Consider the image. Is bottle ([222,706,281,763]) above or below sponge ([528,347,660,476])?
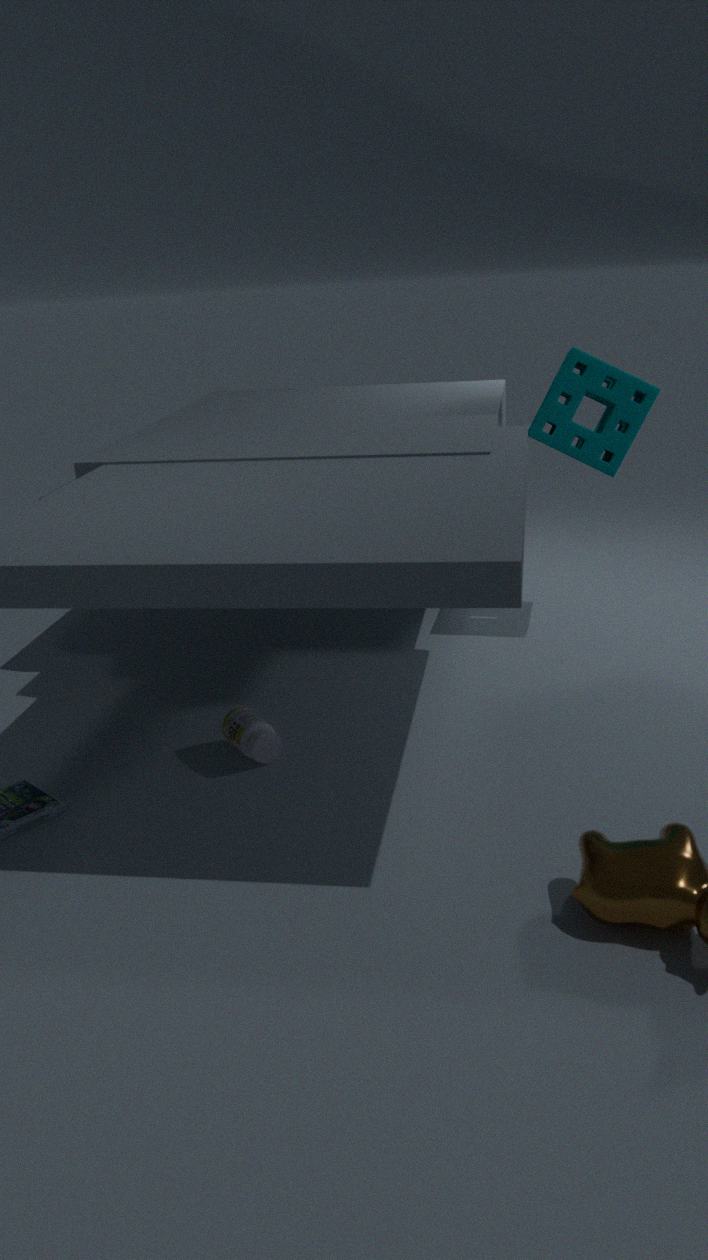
below
